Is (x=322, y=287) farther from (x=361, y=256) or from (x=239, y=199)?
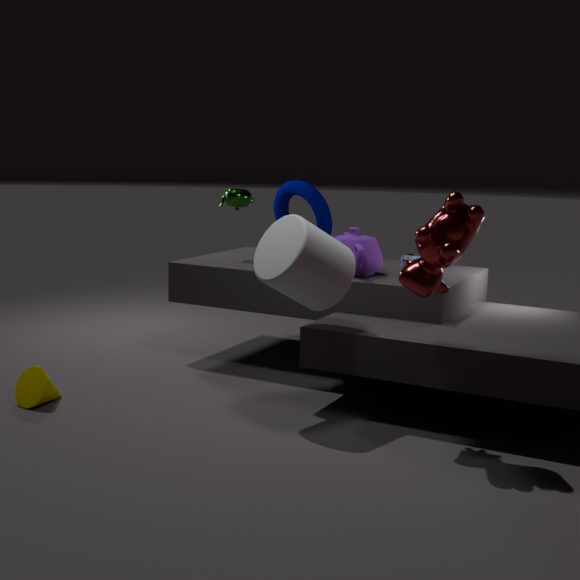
(x=239, y=199)
